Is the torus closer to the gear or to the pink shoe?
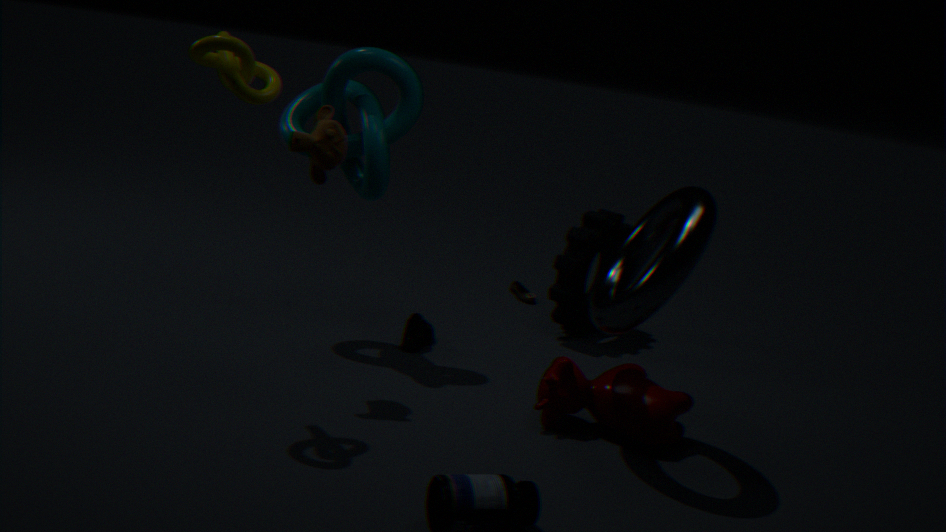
the gear
